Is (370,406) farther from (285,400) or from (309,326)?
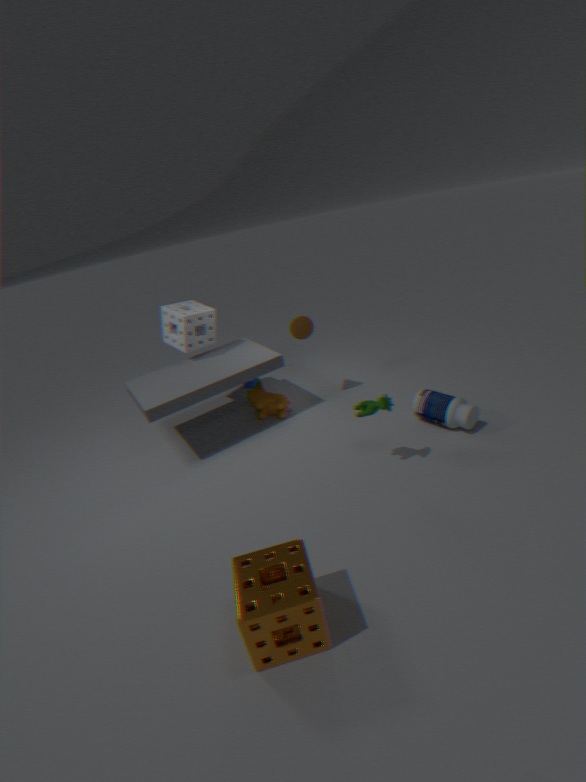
(285,400)
